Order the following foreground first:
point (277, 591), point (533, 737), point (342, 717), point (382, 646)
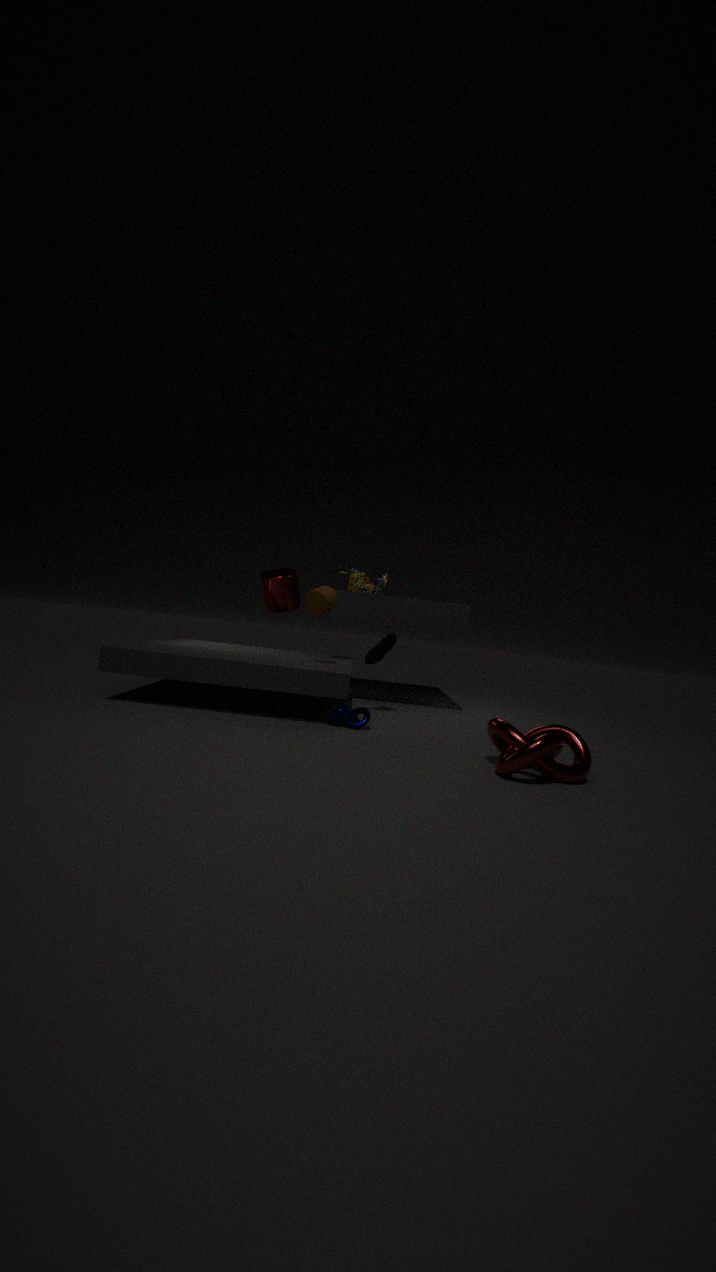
point (533, 737) → point (342, 717) → point (382, 646) → point (277, 591)
